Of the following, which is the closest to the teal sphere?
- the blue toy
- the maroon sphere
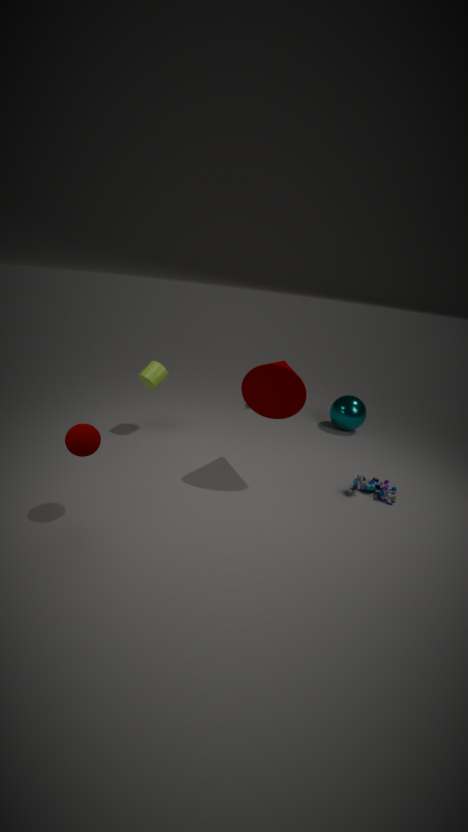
the blue toy
